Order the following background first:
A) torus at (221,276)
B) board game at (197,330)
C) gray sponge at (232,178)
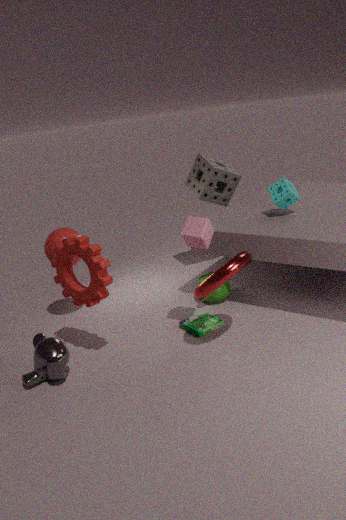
1. gray sponge at (232,178)
2. board game at (197,330)
3. torus at (221,276)
